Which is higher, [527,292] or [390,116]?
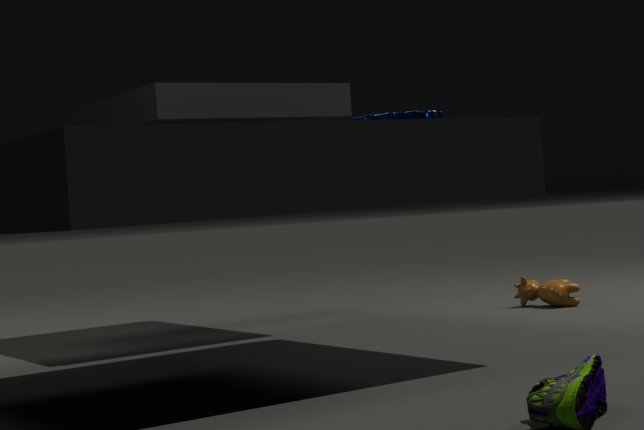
[390,116]
